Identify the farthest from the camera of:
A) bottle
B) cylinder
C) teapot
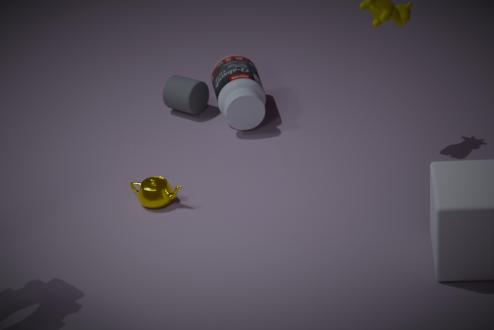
cylinder
